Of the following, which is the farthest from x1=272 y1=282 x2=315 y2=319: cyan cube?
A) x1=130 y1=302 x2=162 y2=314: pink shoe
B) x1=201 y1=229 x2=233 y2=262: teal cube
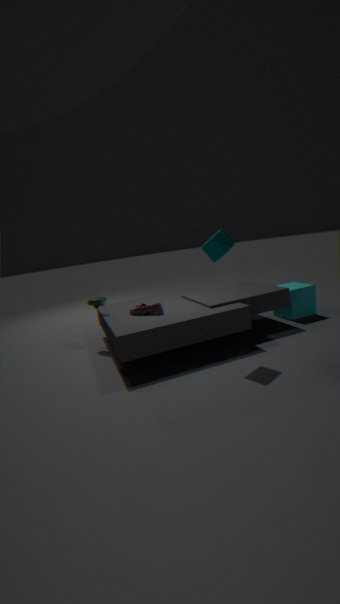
x1=130 y1=302 x2=162 y2=314: pink shoe
